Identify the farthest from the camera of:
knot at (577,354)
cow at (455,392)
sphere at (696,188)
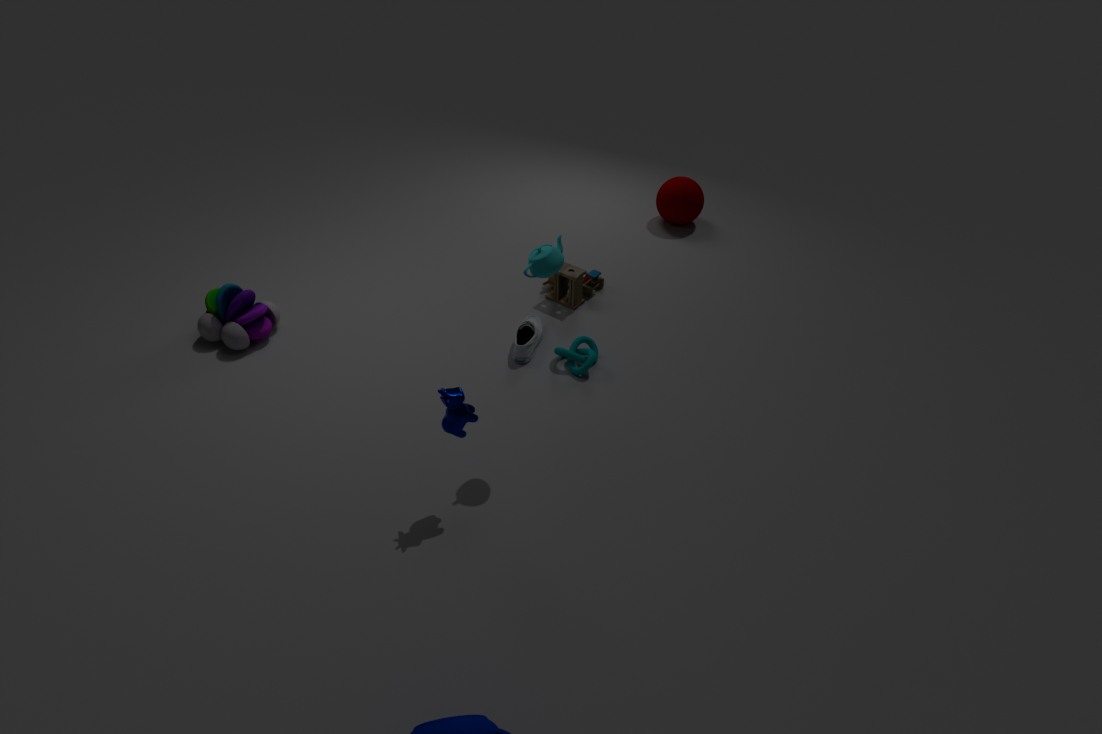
sphere at (696,188)
